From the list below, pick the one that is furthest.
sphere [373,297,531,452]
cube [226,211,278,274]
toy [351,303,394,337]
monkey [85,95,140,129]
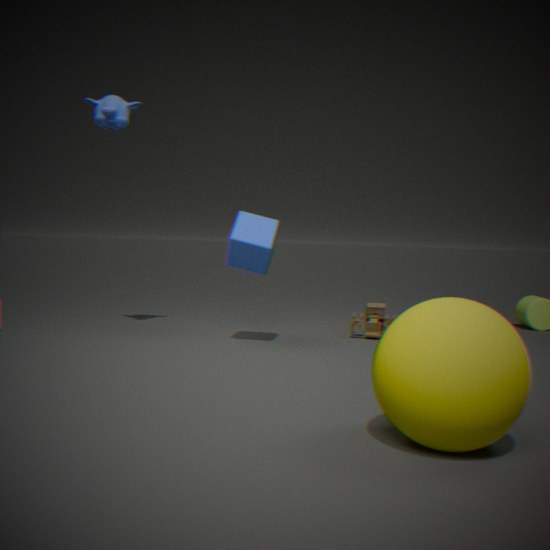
toy [351,303,394,337]
